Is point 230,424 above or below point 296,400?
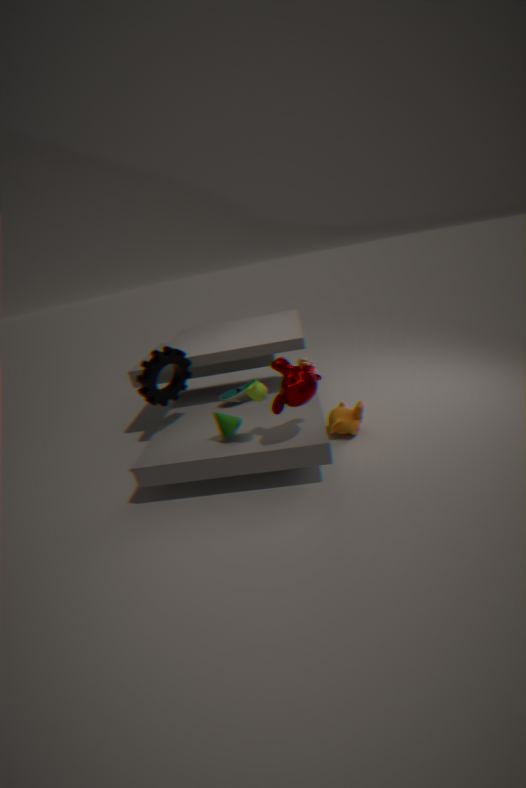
below
